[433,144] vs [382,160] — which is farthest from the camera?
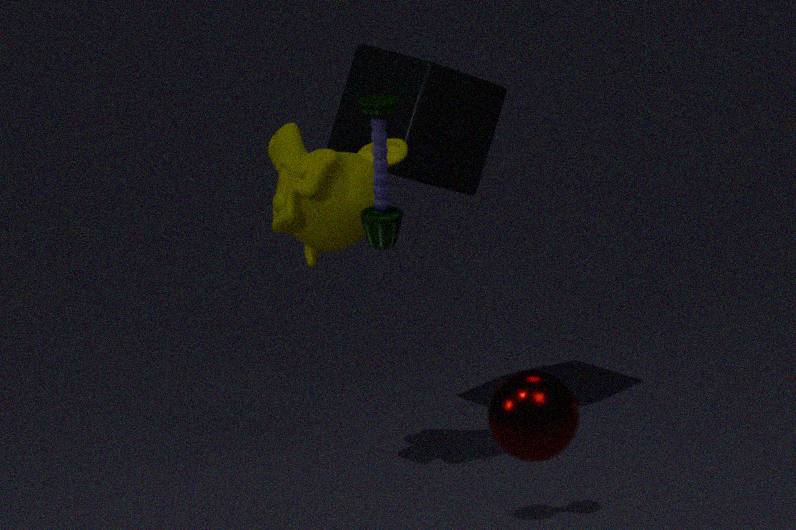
[433,144]
